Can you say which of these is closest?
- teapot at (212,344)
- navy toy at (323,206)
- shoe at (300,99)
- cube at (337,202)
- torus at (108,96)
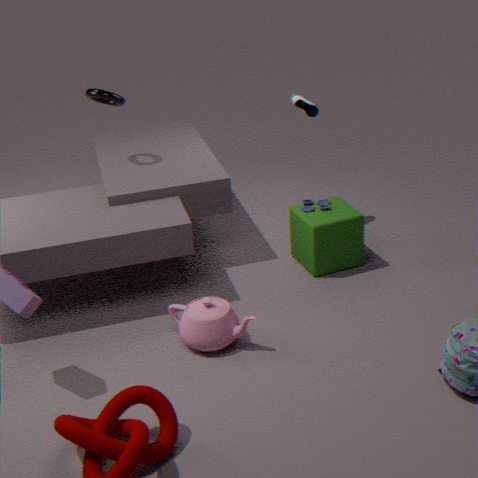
teapot at (212,344)
